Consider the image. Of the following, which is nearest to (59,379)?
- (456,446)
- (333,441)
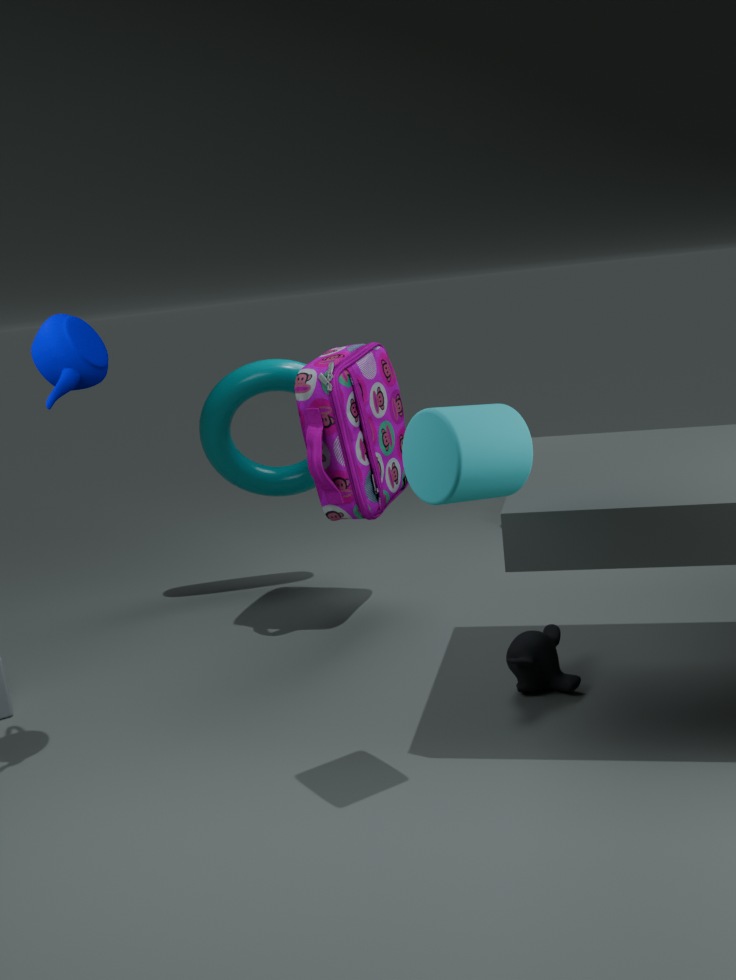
(456,446)
